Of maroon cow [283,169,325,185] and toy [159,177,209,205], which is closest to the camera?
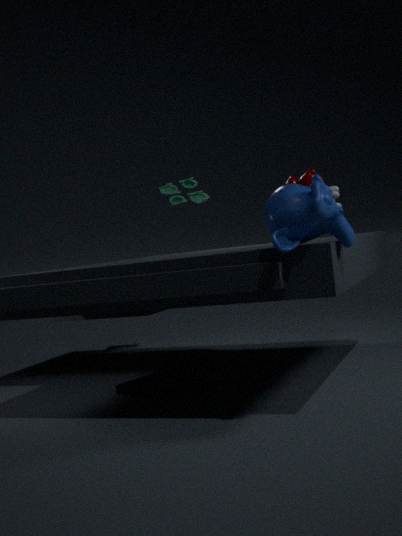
maroon cow [283,169,325,185]
